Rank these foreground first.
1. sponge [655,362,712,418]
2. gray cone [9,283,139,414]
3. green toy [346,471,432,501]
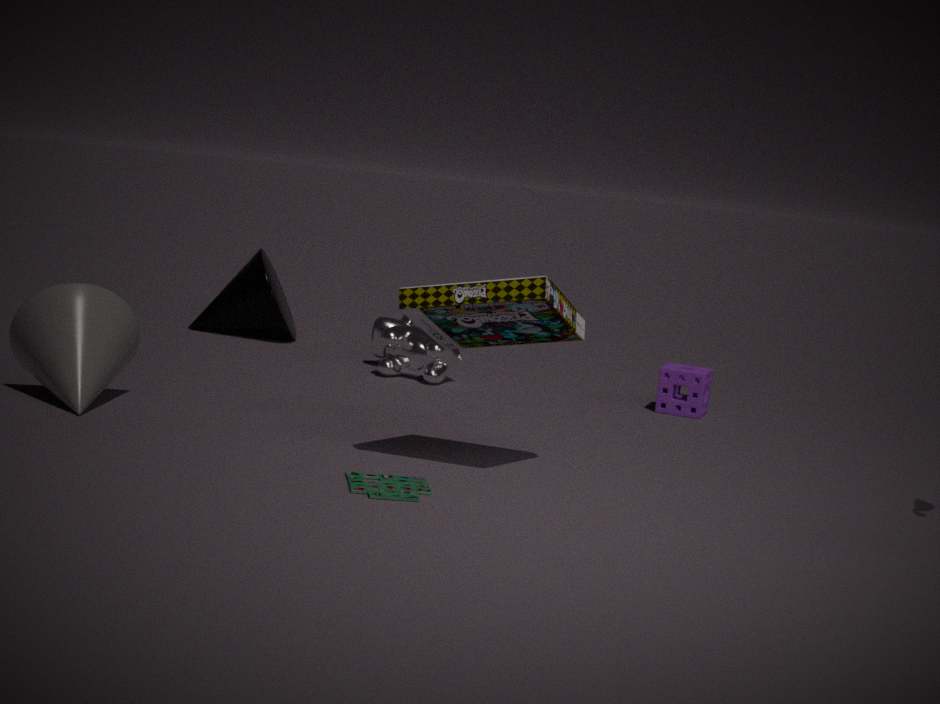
green toy [346,471,432,501] → gray cone [9,283,139,414] → sponge [655,362,712,418]
